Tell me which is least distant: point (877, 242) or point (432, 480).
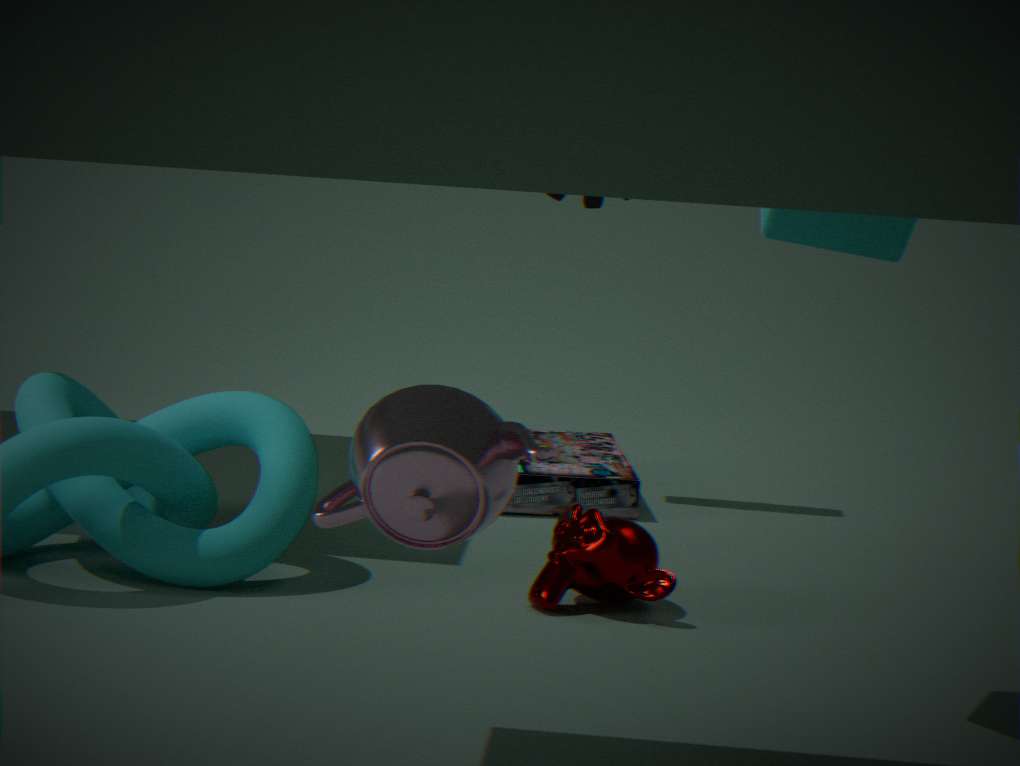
point (432, 480)
